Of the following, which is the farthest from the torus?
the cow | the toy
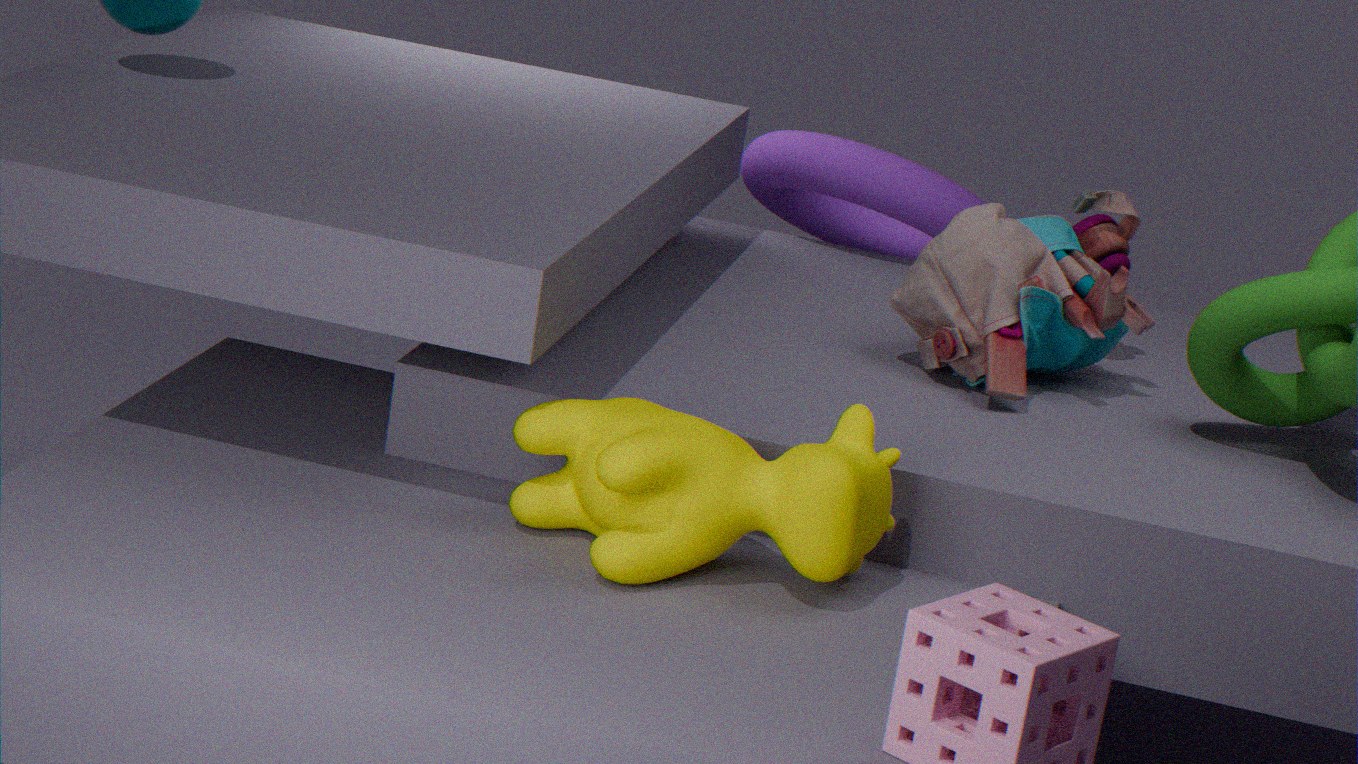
the cow
